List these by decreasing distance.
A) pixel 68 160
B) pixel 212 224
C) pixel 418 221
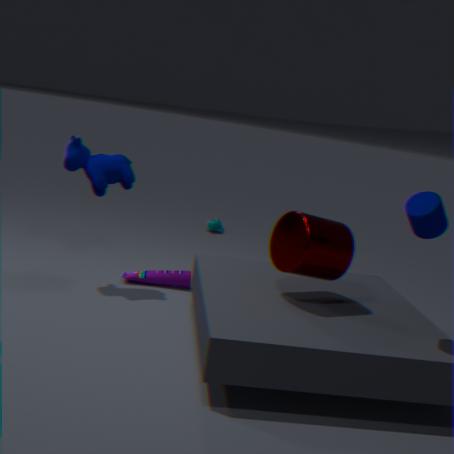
1. pixel 212 224
2. pixel 68 160
3. pixel 418 221
